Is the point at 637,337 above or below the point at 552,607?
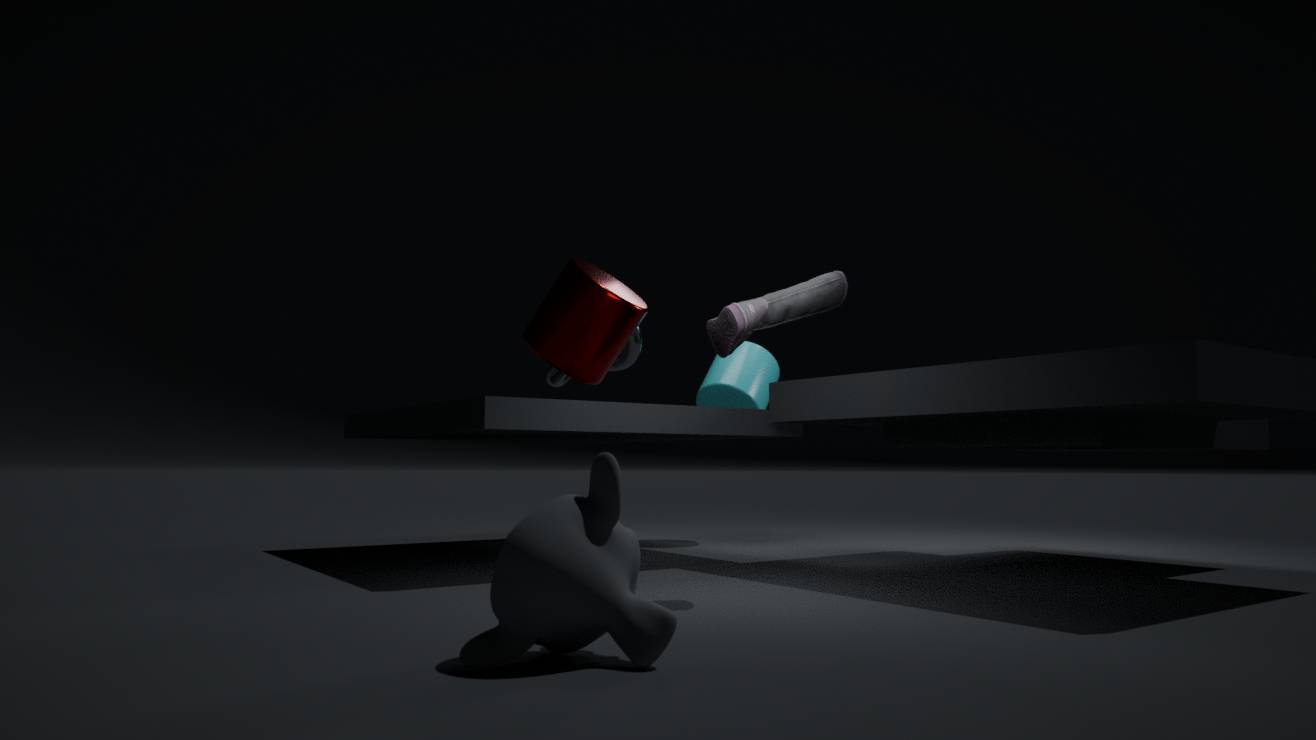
above
